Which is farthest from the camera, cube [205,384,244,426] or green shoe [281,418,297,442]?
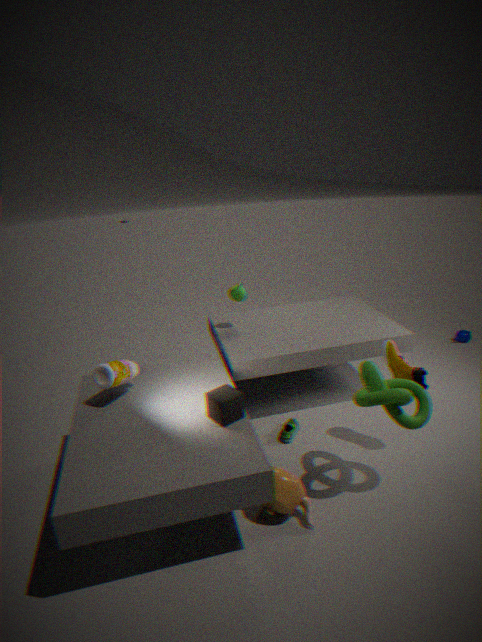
green shoe [281,418,297,442]
